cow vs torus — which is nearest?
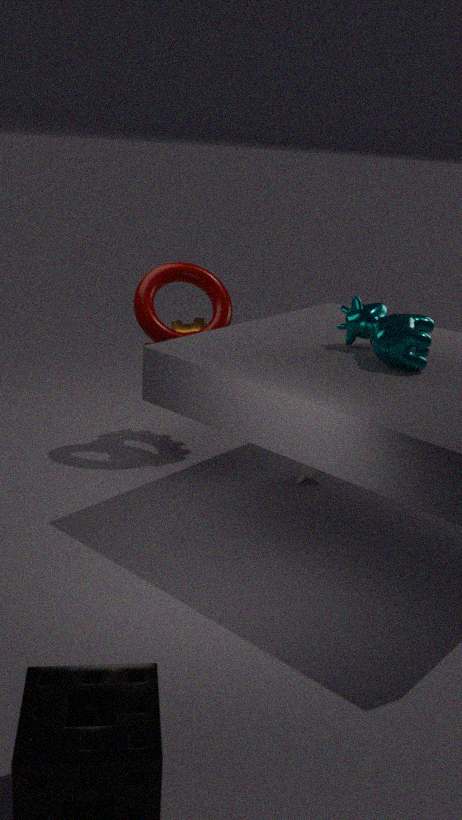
cow
